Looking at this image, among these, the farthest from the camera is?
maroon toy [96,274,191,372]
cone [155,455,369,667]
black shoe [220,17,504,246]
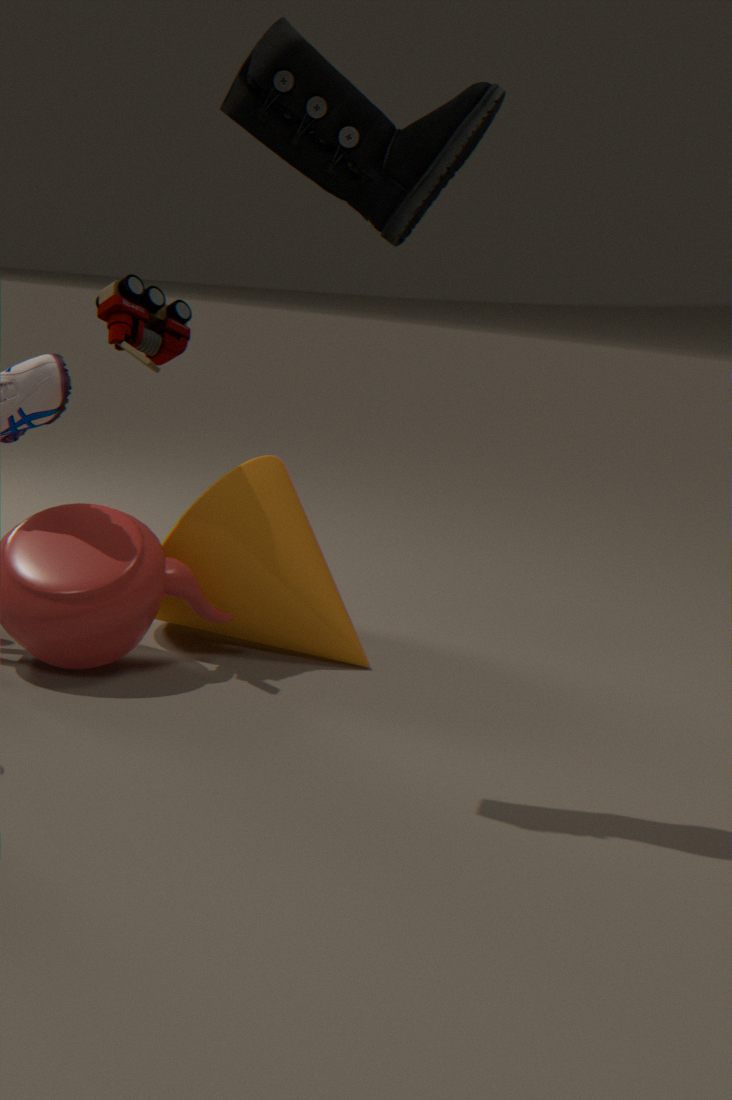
cone [155,455,369,667]
